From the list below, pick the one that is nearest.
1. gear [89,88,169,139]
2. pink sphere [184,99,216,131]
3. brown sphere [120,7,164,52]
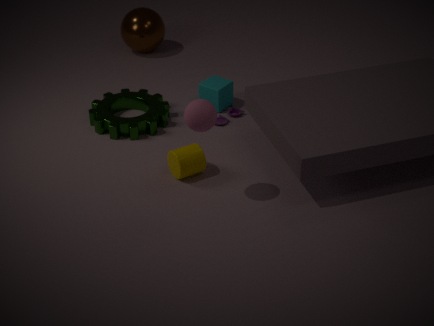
pink sphere [184,99,216,131]
